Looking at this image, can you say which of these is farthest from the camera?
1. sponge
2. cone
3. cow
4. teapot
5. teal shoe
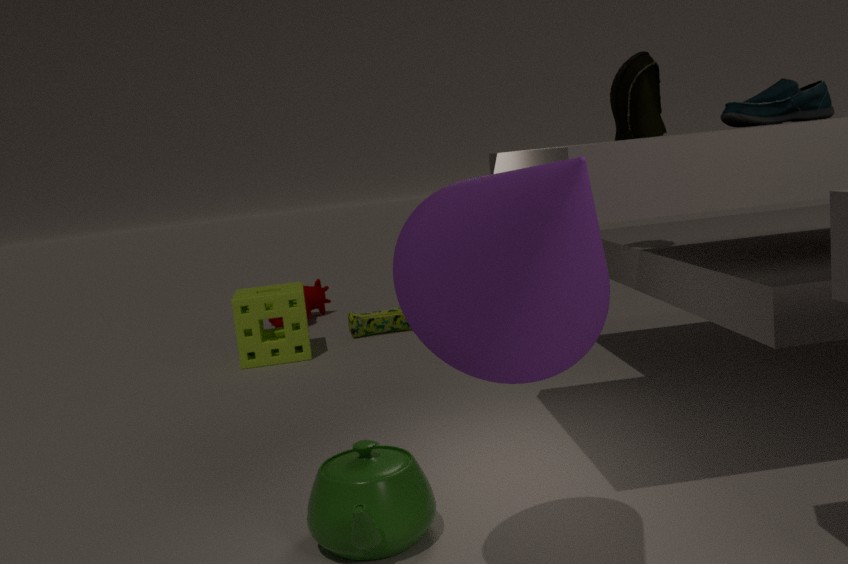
cow
